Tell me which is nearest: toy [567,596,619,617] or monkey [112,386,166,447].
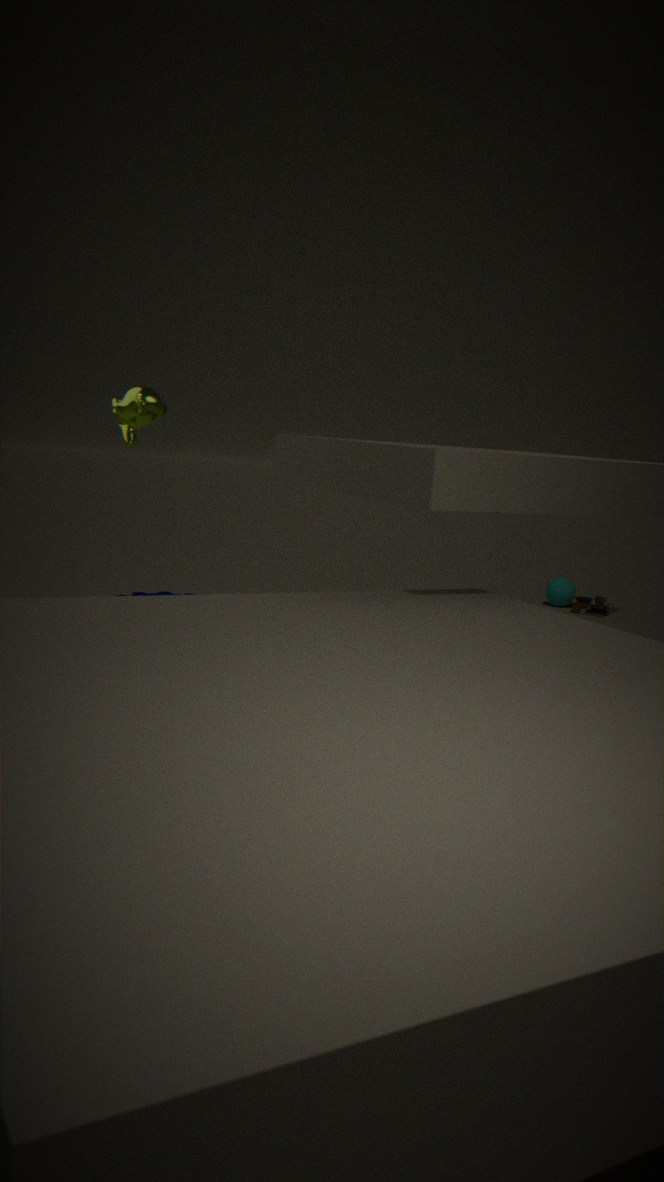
monkey [112,386,166,447]
